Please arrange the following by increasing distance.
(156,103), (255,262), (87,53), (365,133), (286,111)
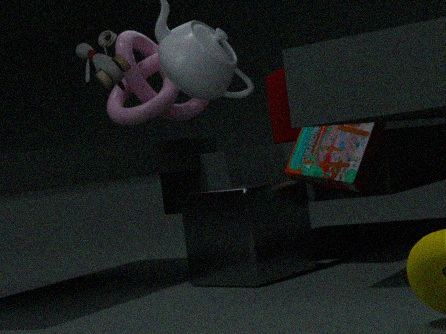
(255,262) → (365,133) → (87,53) → (156,103) → (286,111)
